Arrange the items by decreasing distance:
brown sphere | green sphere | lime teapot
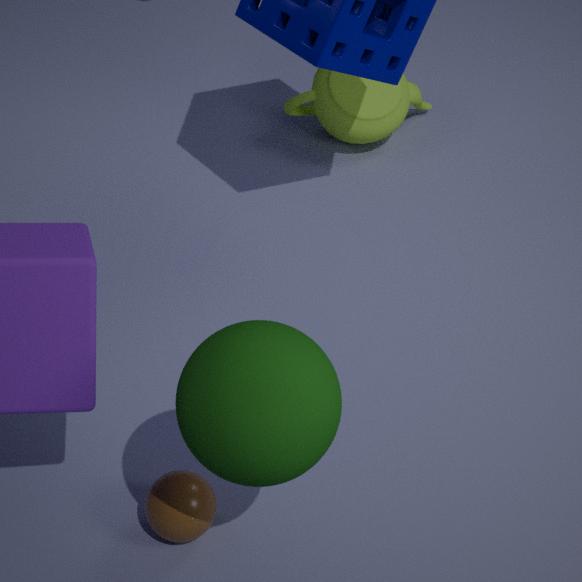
lime teapot < brown sphere < green sphere
